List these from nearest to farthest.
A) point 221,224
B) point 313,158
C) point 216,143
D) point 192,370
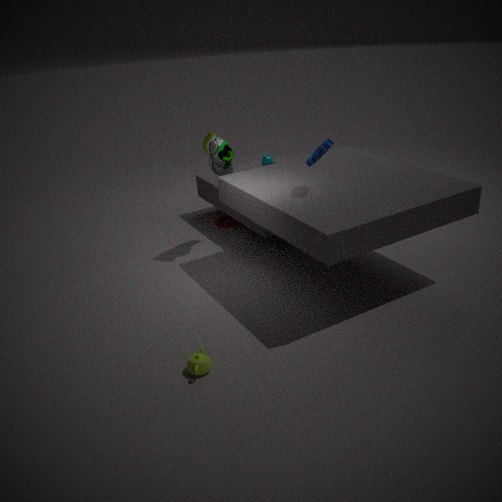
point 192,370 → point 313,158 → point 216,143 → point 221,224
